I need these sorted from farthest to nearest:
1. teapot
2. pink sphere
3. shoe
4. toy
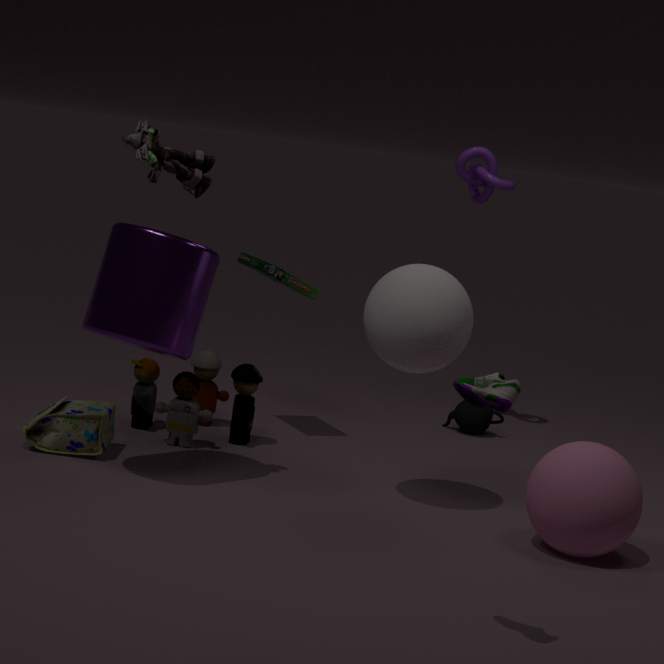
teapot, toy, pink sphere, shoe
